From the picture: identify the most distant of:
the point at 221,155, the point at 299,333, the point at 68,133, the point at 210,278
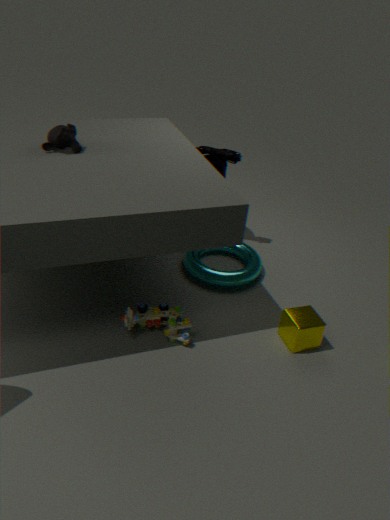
the point at 221,155
